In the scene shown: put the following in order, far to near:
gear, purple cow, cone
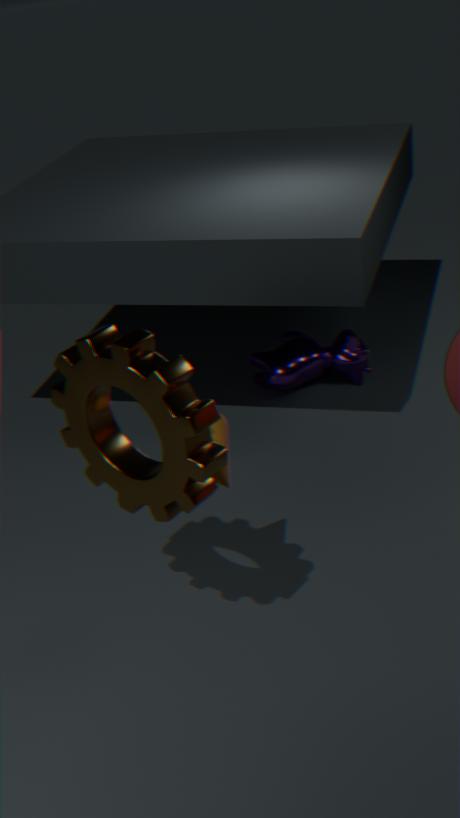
purple cow → cone → gear
